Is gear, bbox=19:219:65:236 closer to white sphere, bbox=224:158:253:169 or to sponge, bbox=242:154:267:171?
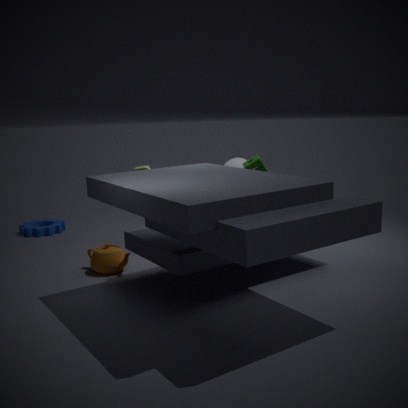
white sphere, bbox=224:158:253:169
